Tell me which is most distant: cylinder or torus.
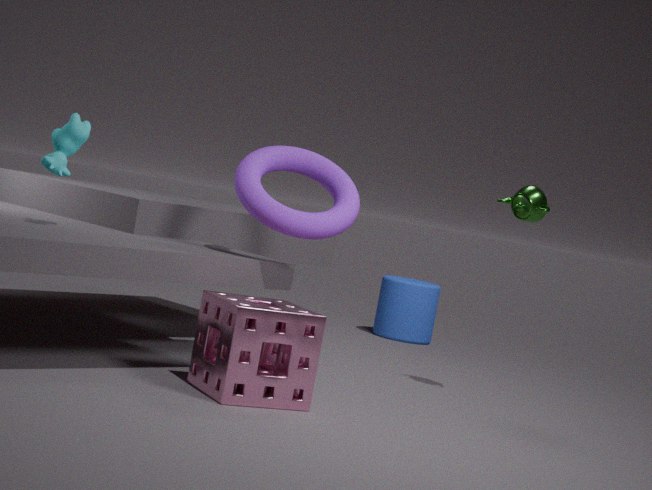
cylinder
